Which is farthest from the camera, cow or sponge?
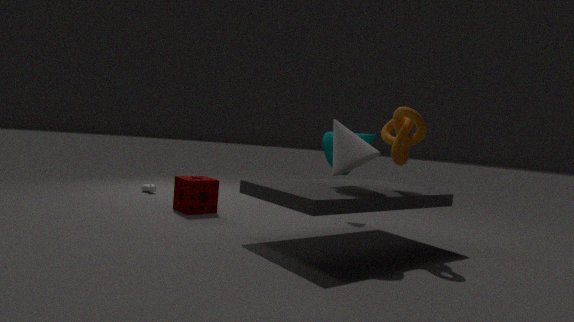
cow
